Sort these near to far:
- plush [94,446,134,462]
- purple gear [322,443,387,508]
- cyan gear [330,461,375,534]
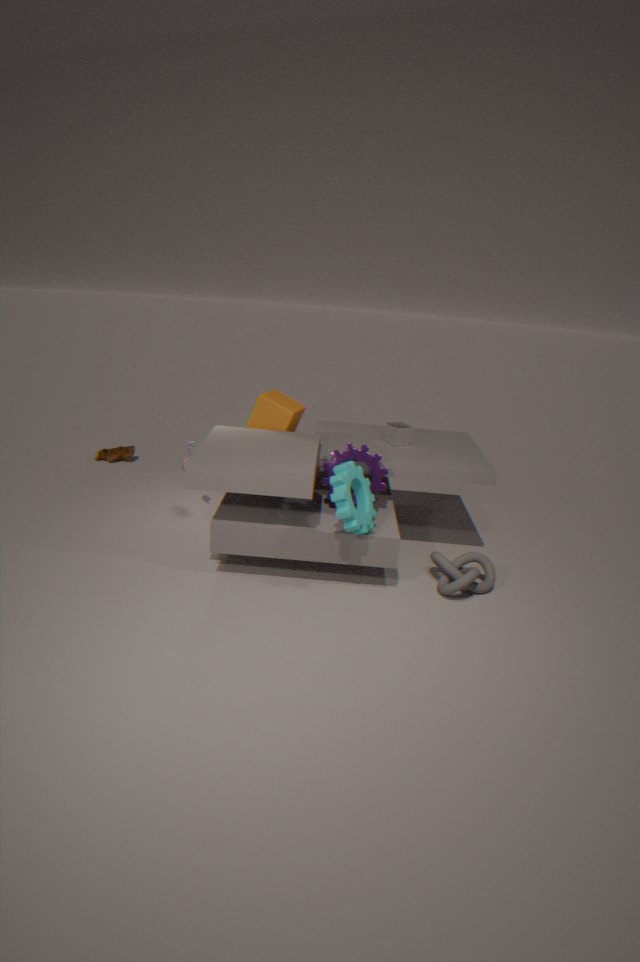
cyan gear [330,461,375,534], purple gear [322,443,387,508], plush [94,446,134,462]
